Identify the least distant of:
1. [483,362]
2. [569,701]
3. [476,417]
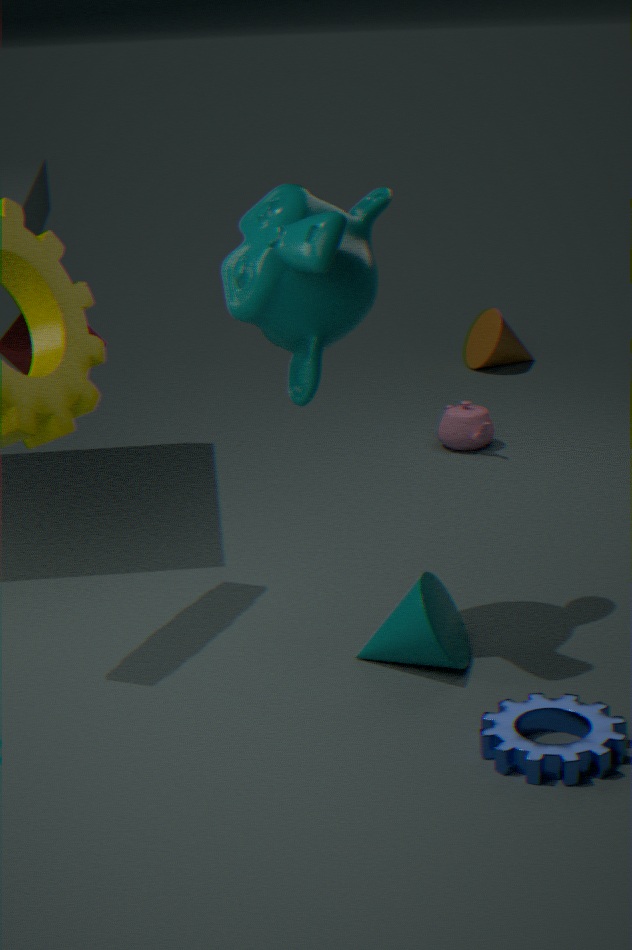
[569,701]
